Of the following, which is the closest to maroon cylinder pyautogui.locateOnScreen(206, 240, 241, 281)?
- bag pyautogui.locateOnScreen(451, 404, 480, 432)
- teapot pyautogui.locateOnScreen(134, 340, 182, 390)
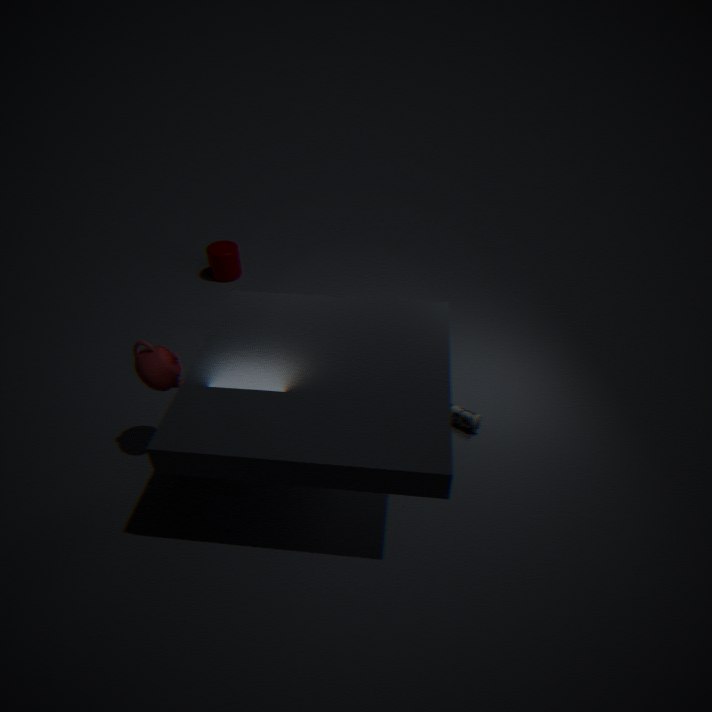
teapot pyautogui.locateOnScreen(134, 340, 182, 390)
